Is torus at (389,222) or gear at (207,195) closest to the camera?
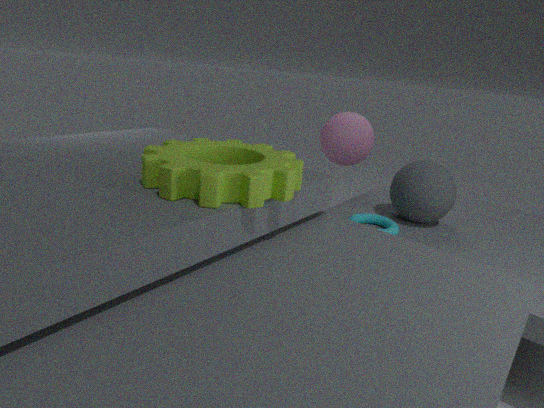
gear at (207,195)
